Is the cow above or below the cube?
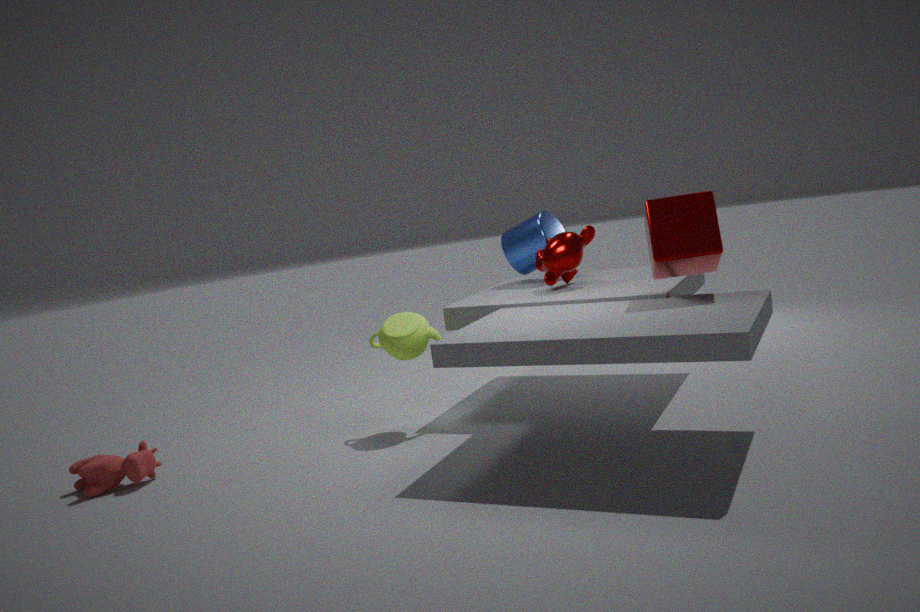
below
